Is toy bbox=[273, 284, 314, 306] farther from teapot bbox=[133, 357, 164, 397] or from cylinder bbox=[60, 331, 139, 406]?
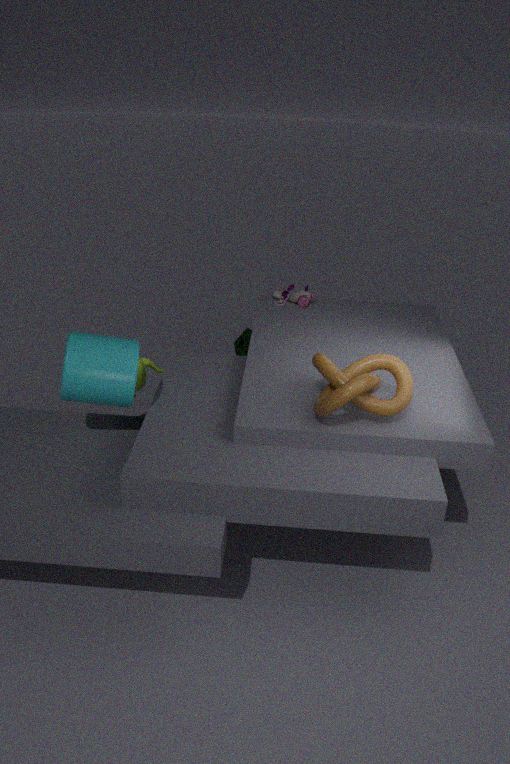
cylinder bbox=[60, 331, 139, 406]
